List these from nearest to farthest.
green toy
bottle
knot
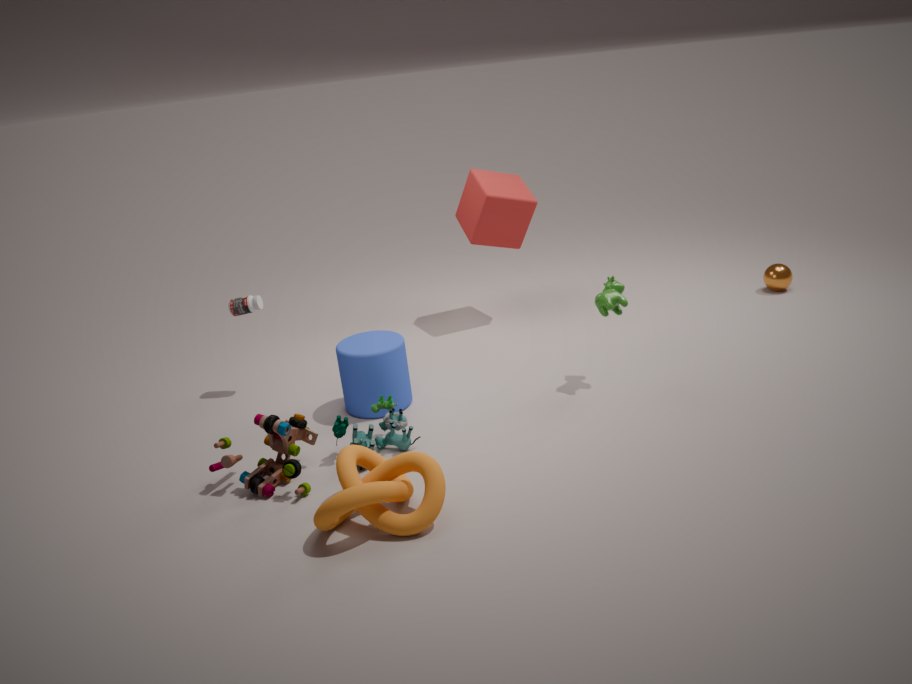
1. knot
2. green toy
3. bottle
